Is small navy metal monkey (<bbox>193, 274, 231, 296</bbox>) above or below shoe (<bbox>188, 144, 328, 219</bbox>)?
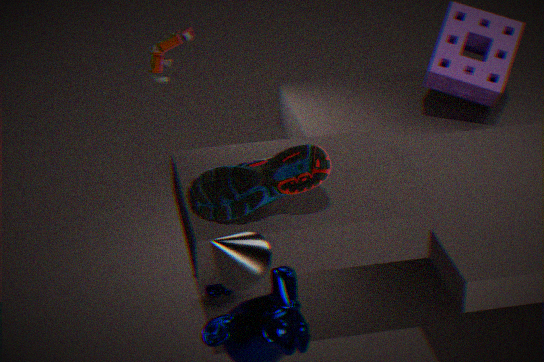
below
